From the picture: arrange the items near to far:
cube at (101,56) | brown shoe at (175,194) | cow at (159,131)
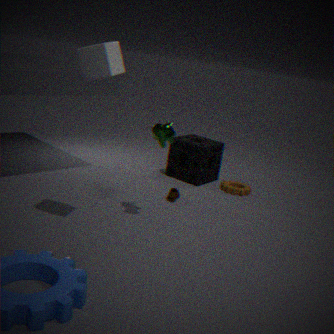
1. cube at (101,56)
2. cow at (159,131)
3. brown shoe at (175,194)
